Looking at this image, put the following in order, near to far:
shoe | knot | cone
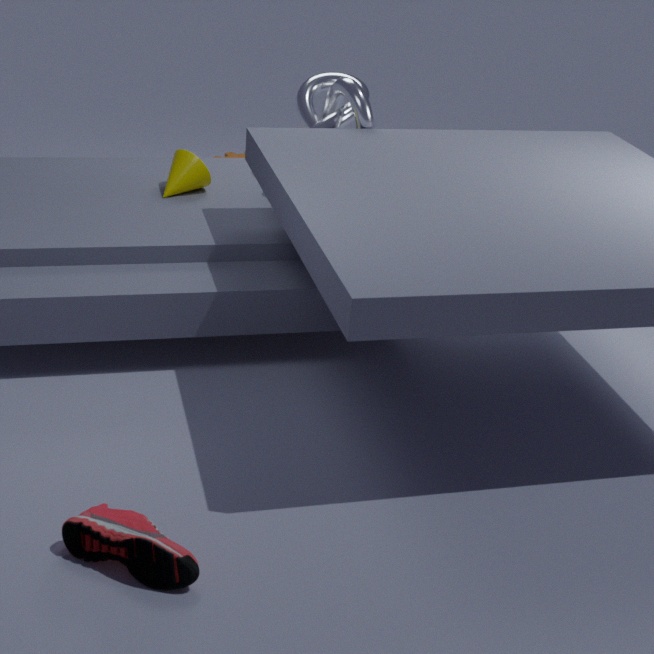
shoe → knot → cone
